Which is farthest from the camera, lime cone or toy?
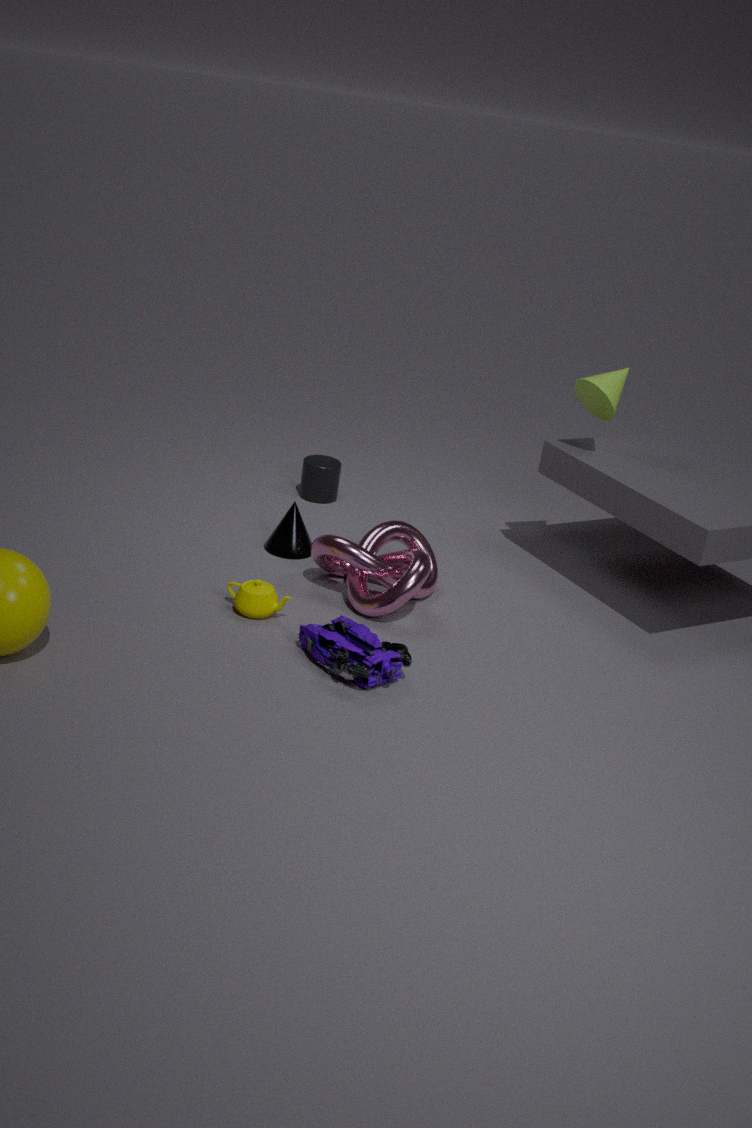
lime cone
